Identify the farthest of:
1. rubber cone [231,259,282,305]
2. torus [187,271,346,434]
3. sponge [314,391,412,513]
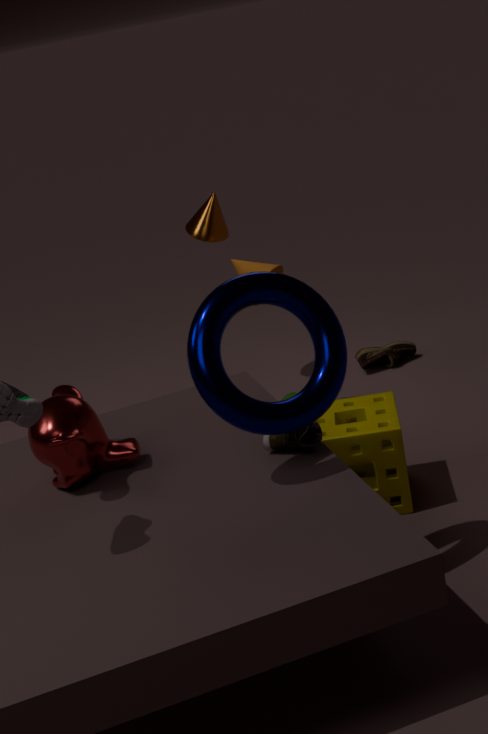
rubber cone [231,259,282,305]
